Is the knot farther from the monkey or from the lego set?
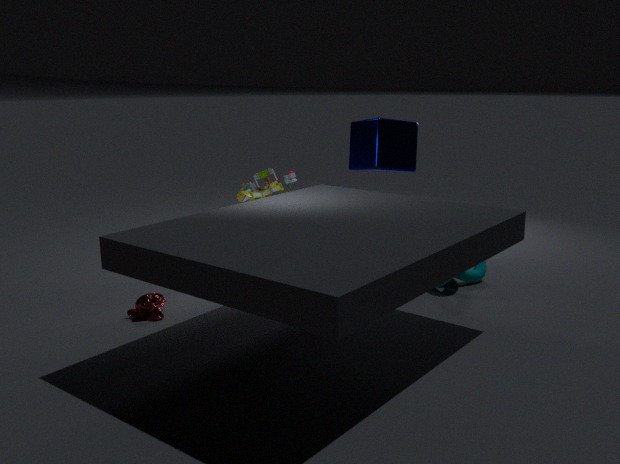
the monkey
